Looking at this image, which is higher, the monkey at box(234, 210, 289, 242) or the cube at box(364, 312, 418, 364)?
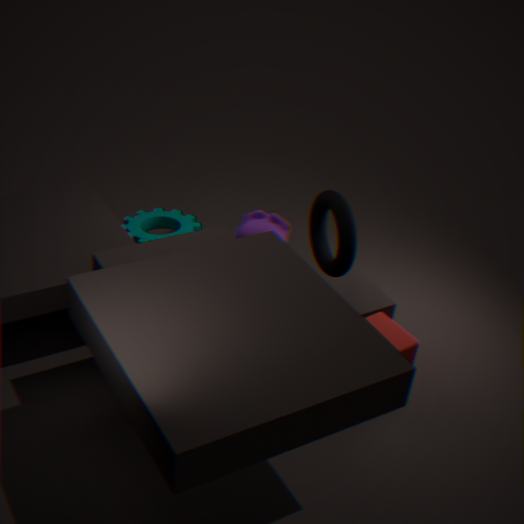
the monkey at box(234, 210, 289, 242)
